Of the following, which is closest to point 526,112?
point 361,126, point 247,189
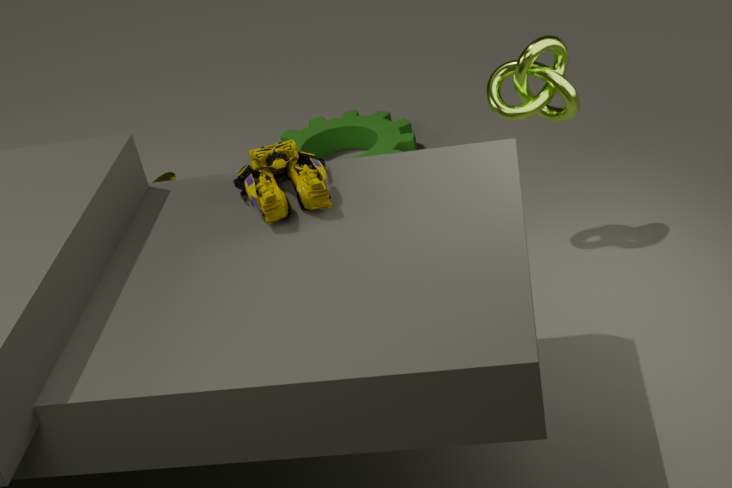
point 247,189
